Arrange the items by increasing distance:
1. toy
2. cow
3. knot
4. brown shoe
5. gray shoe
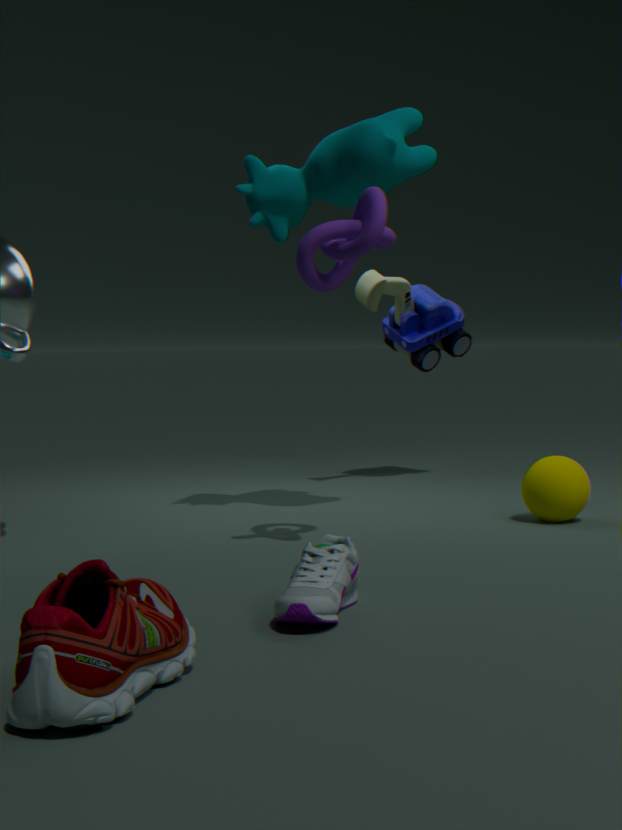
brown shoe → gray shoe → knot → cow → toy
